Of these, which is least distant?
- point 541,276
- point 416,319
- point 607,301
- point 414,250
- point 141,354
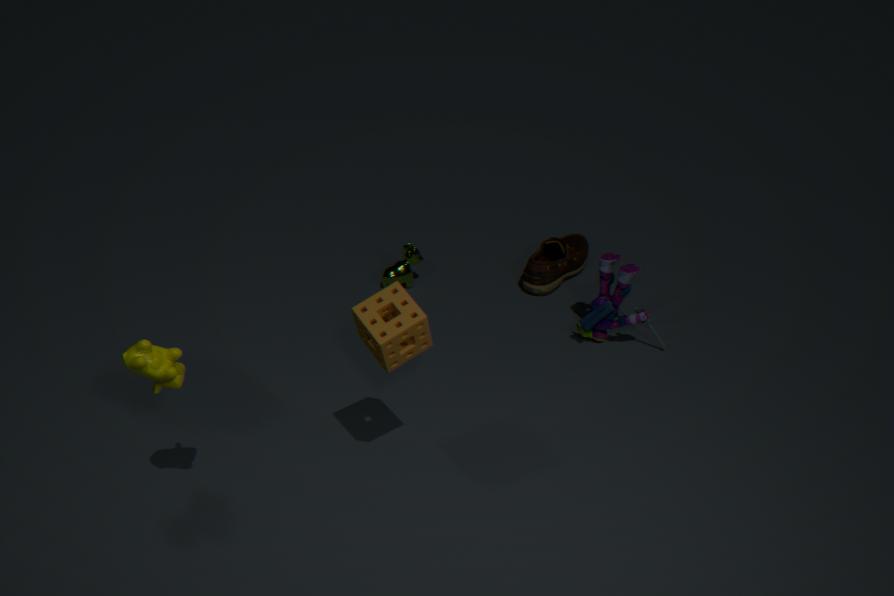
point 141,354
